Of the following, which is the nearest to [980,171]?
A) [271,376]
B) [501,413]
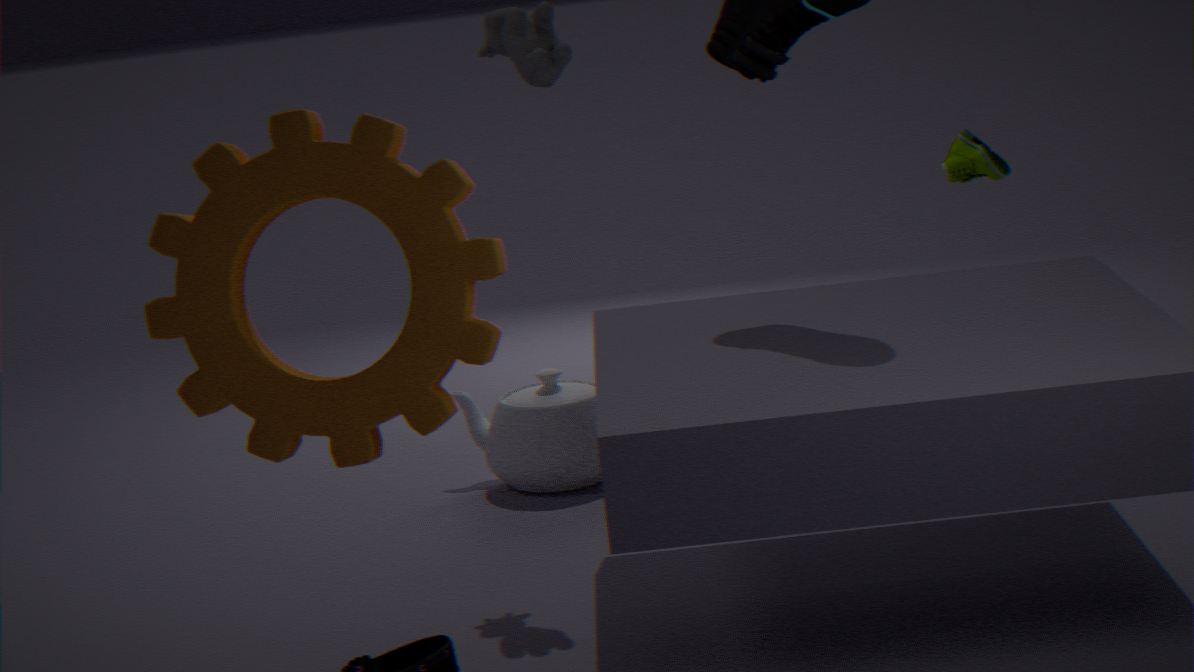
[501,413]
